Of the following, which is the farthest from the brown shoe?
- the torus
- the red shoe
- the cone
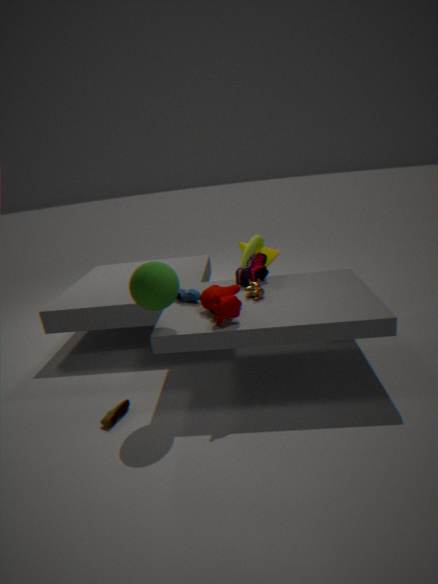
the cone
